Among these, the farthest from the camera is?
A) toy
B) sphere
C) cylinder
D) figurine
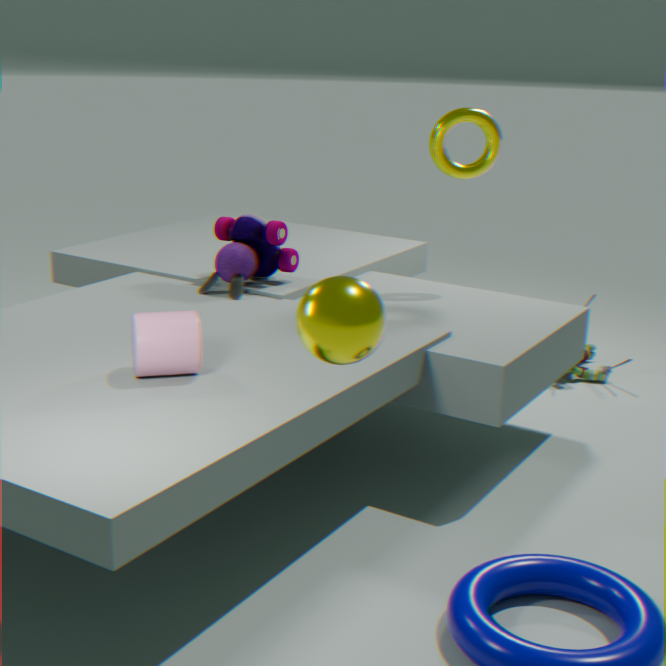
figurine
